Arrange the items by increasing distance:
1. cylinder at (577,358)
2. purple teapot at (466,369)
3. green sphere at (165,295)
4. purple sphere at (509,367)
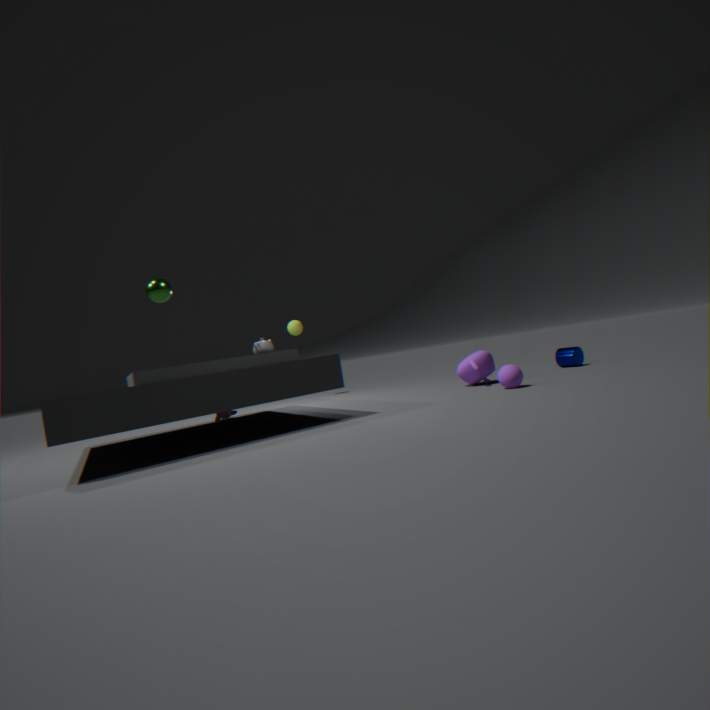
green sphere at (165,295), purple sphere at (509,367), purple teapot at (466,369), cylinder at (577,358)
